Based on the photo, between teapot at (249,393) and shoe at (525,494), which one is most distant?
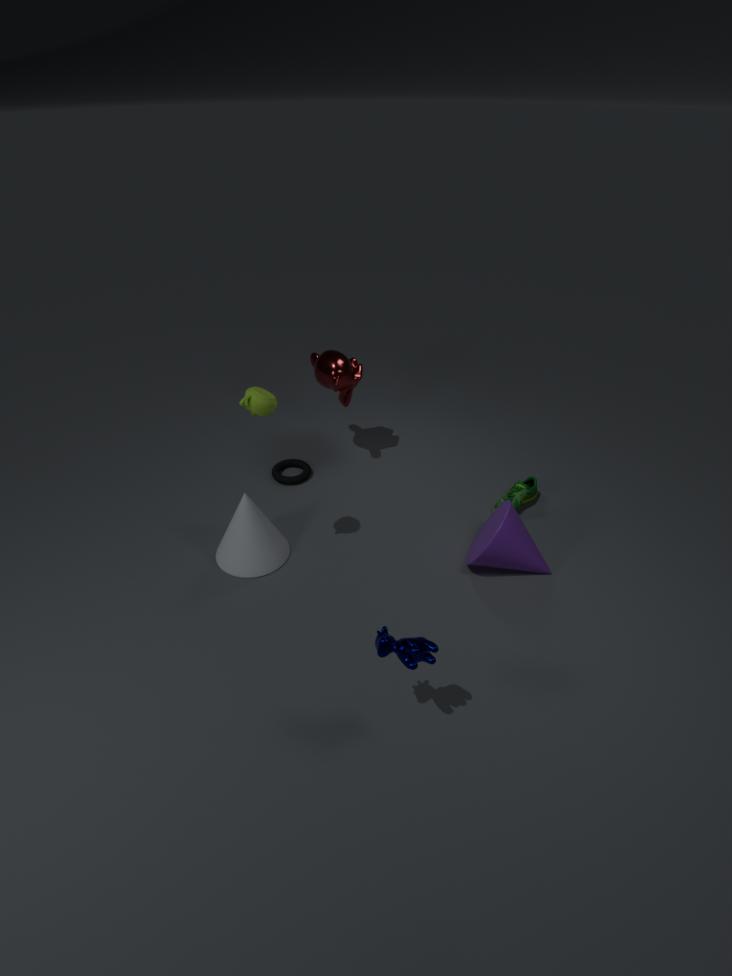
shoe at (525,494)
